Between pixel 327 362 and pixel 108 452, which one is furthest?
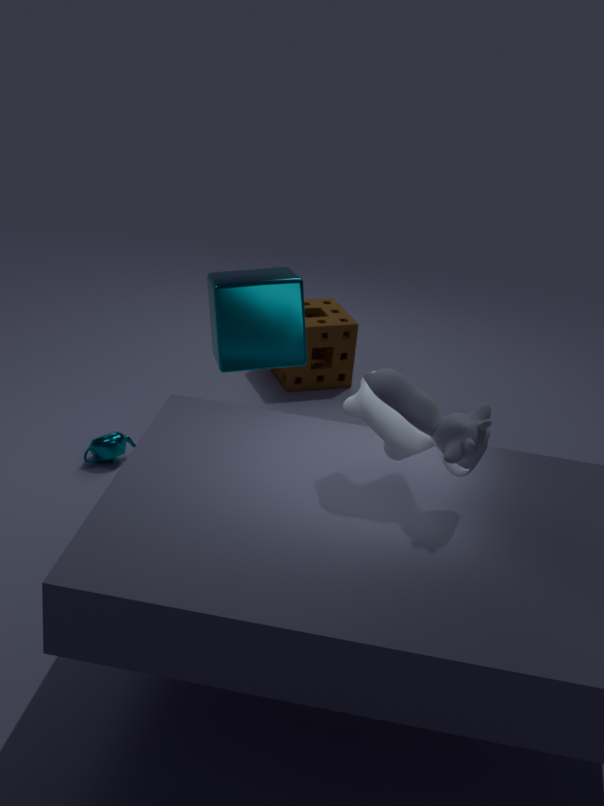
pixel 327 362
